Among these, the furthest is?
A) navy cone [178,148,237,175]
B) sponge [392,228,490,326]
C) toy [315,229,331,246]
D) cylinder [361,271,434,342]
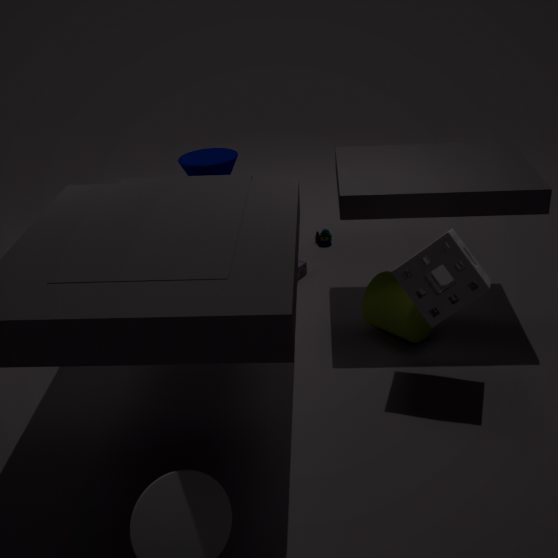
toy [315,229,331,246]
